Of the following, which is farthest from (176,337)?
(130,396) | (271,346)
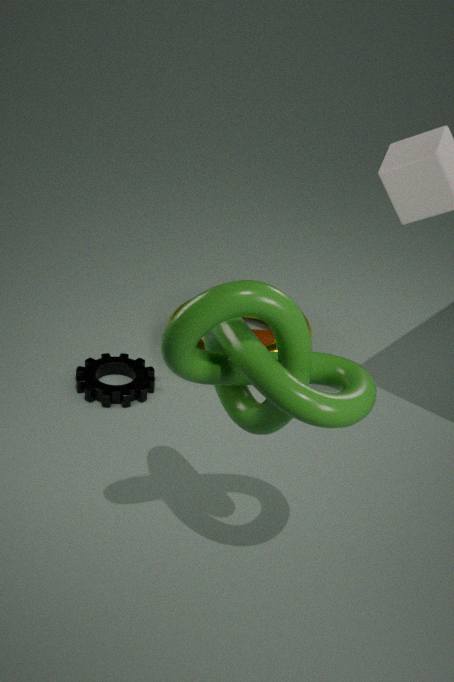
(271,346)
